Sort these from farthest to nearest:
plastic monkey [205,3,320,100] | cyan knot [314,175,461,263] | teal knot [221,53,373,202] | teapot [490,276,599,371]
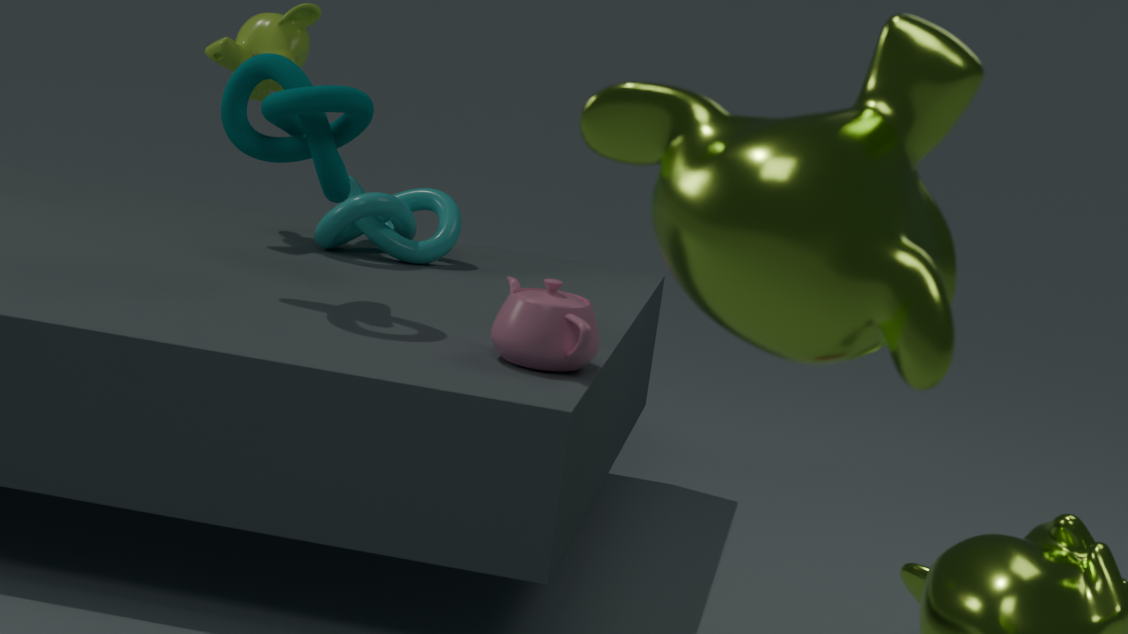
plastic monkey [205,3,320,100] → cyan knot [314,175,461,263] → teal knot [221,53,373,202] → teapot [490,276,599,371]
